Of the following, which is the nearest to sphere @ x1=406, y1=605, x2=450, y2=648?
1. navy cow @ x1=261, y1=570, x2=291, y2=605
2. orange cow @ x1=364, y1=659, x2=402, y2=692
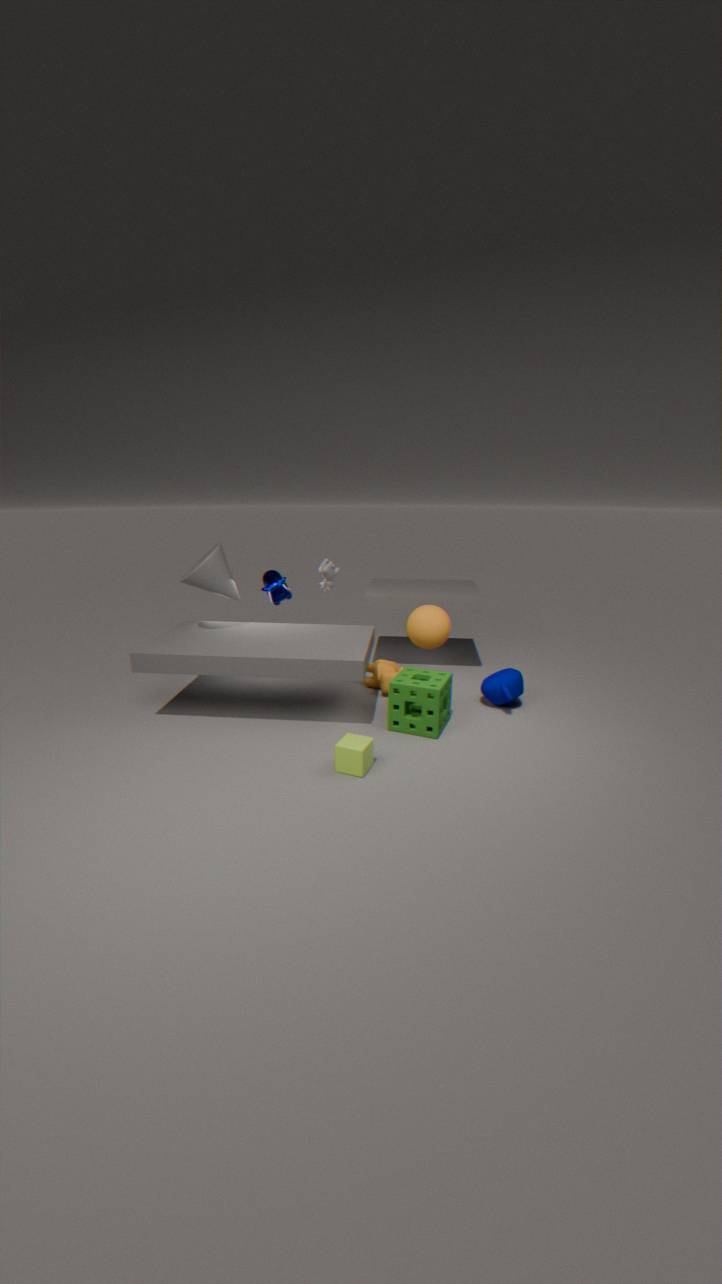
orange cow @ x1=364, y1=659, x2=402, y2=692
